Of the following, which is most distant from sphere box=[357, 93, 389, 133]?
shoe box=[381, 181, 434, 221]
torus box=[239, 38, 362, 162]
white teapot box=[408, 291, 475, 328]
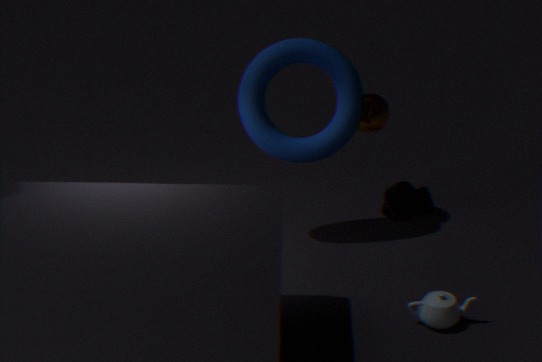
shoe box=[381, 181, 434, 221]
